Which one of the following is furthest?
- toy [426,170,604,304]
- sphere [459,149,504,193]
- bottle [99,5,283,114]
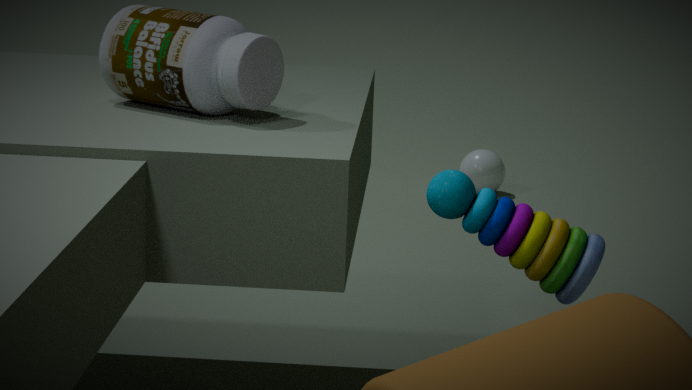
sphere [459,149,504,193]
